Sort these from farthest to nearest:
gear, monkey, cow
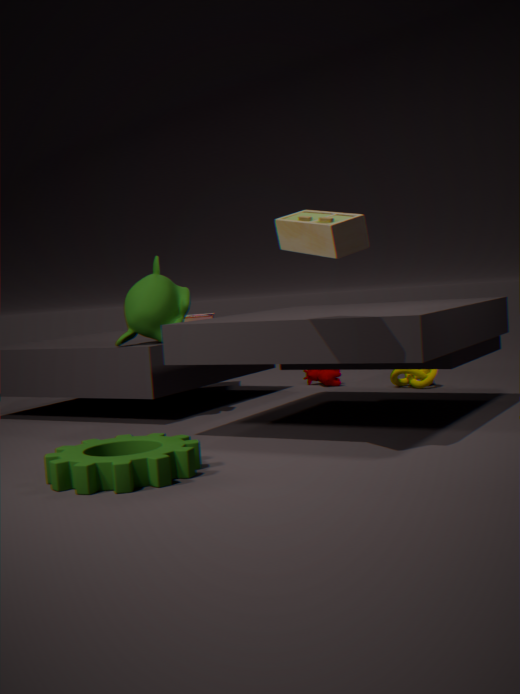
cow < monkey < gear
